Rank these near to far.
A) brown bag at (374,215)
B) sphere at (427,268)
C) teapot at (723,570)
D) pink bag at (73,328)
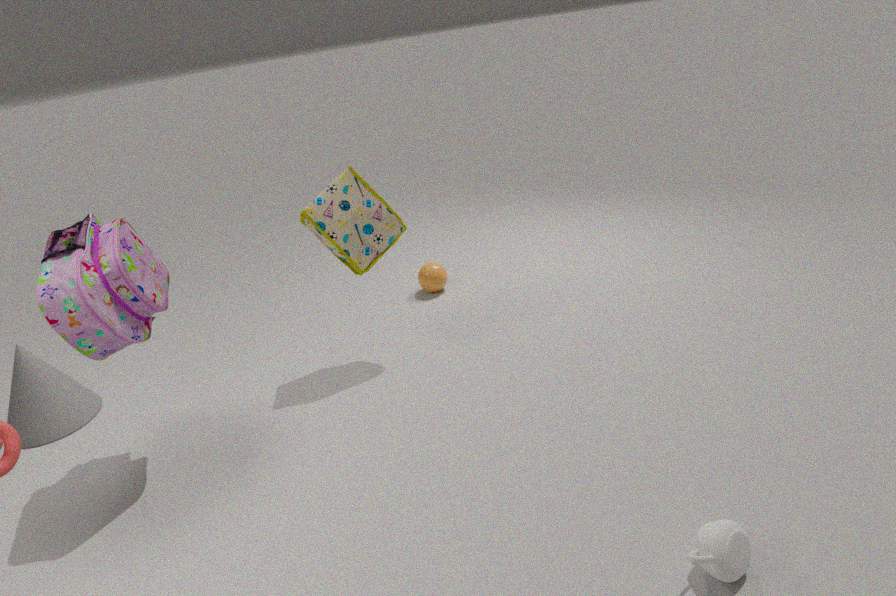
teapot at (723,570) → pink bag at (73,328) → brown bag at (374,215) → sphere at (427,268)
